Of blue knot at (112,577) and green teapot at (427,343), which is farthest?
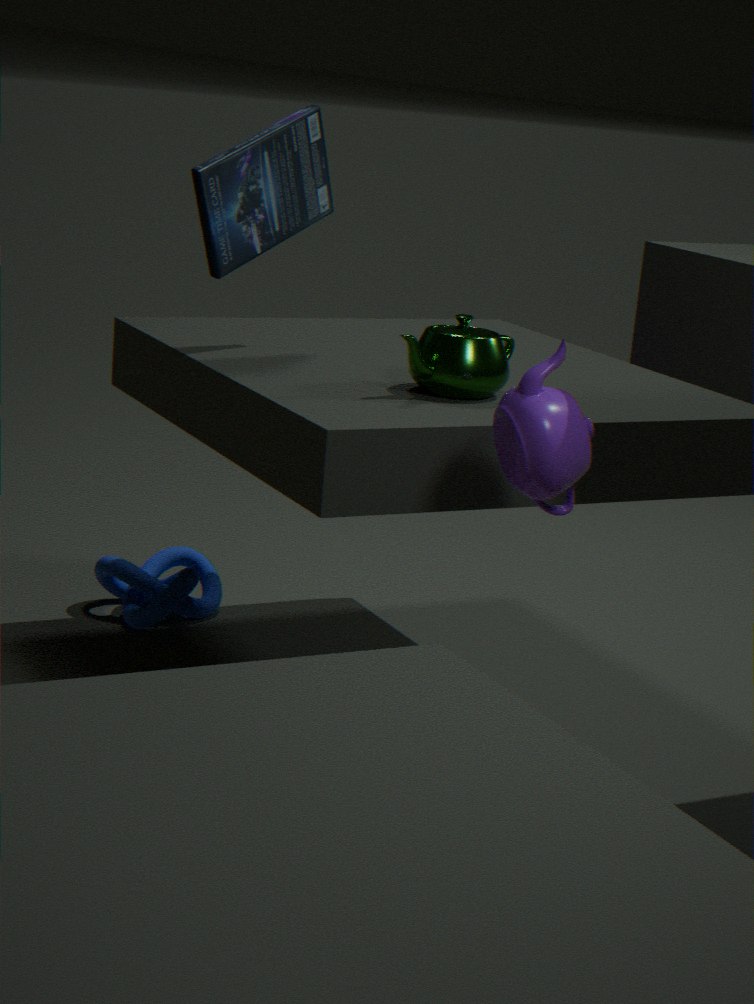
blue knot at (112,577)
